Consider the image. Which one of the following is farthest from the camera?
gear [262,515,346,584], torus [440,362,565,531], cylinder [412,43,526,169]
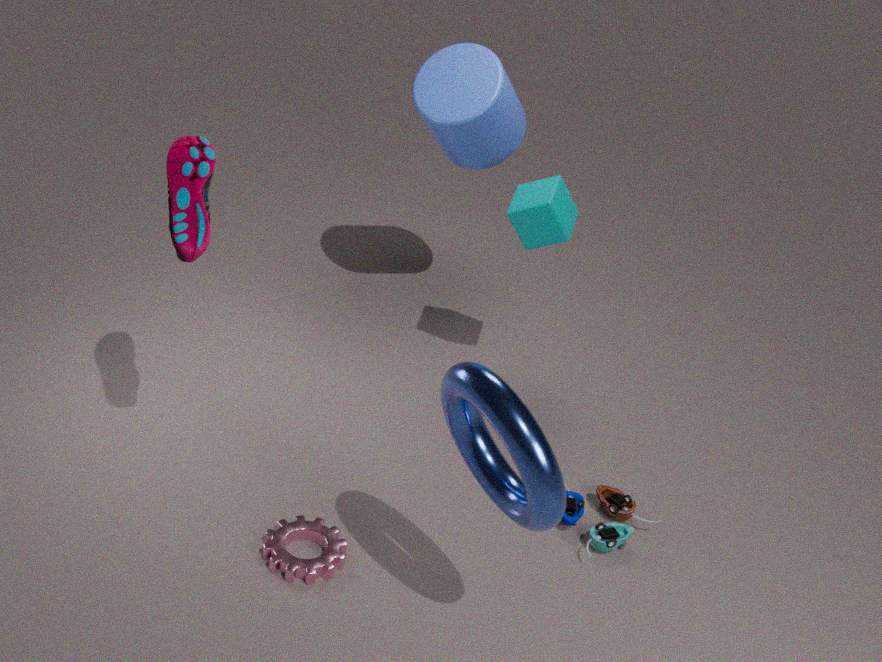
cylinder [412,43,526,169]
